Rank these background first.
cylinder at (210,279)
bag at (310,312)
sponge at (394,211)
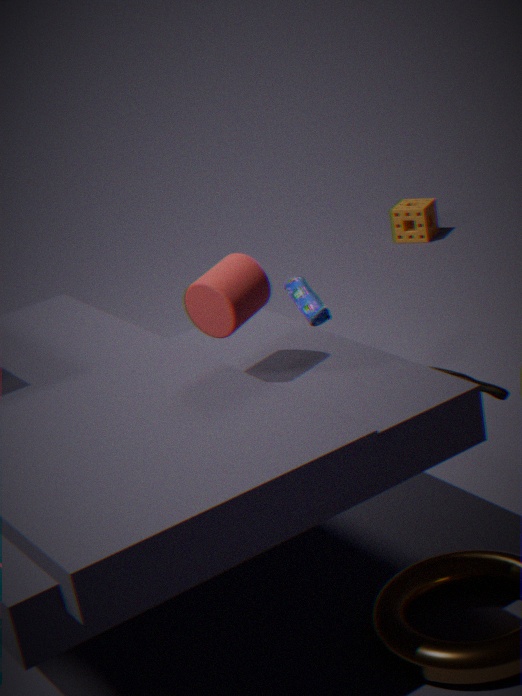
sponge at (394,211) → bag at (310,312) → cylinder at (210,279)
